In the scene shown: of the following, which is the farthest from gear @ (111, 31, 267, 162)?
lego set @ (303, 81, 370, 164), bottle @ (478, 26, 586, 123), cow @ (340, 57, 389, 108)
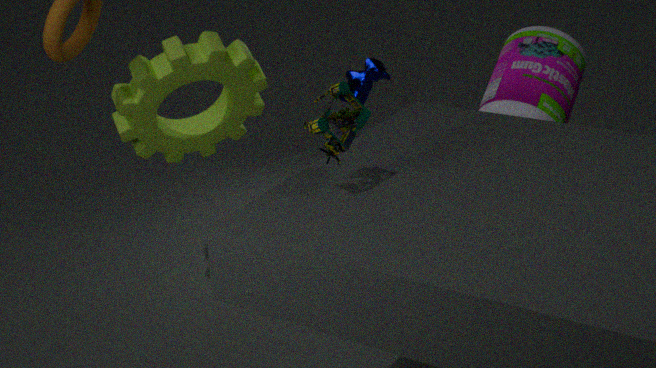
lego set @ (303, 81, 370, 164)
